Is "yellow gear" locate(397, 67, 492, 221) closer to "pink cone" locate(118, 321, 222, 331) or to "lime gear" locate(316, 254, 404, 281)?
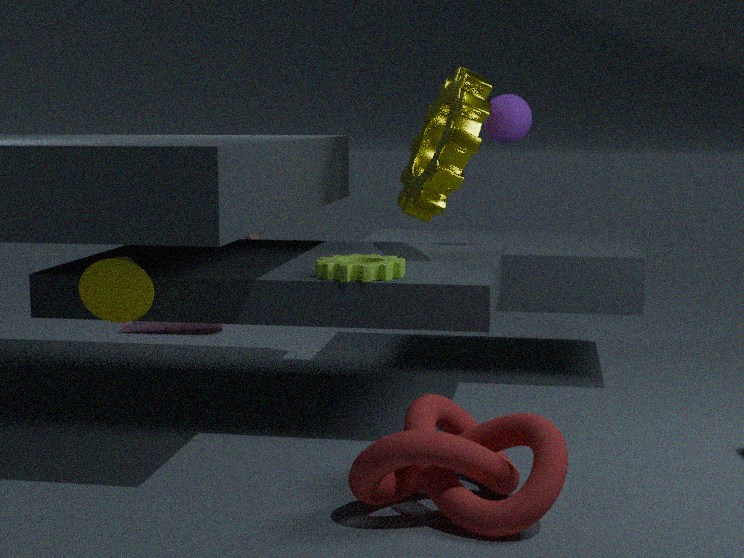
"lime gear" locate(316, 254, 404, 281)
